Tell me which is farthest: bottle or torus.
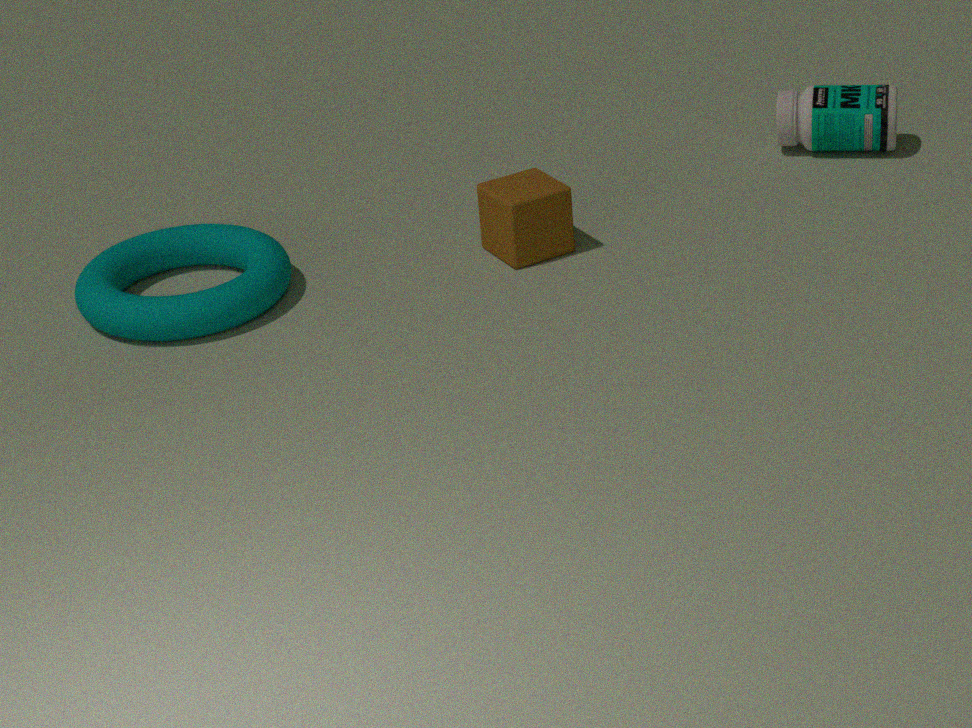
bottle
